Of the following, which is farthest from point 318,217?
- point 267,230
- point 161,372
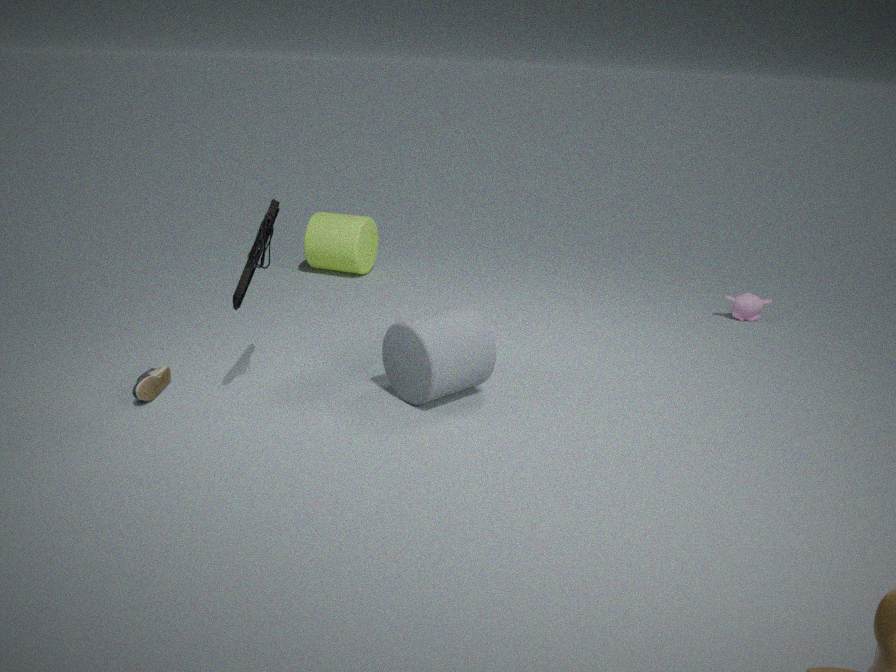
point 161,372
